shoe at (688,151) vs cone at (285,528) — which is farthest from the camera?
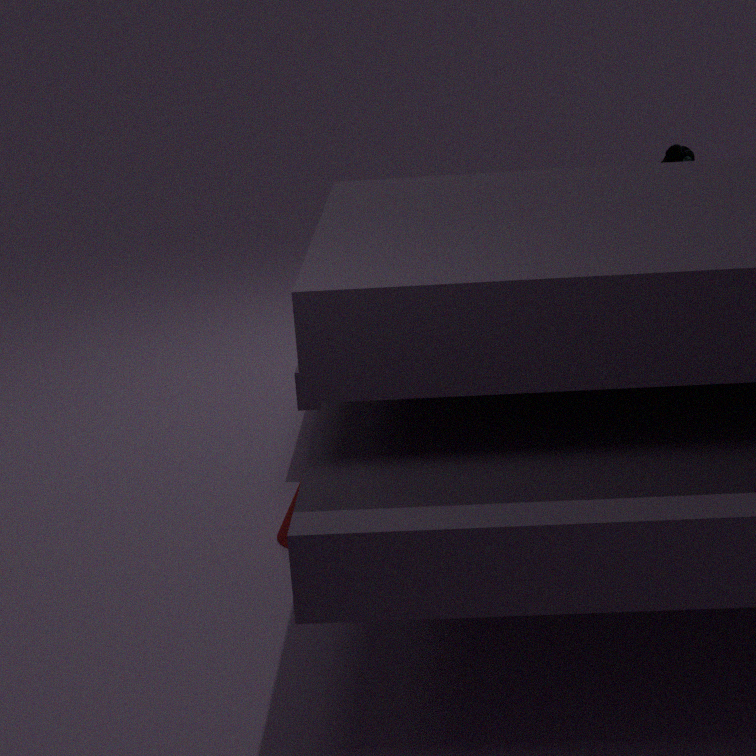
shoe at (688,151)
